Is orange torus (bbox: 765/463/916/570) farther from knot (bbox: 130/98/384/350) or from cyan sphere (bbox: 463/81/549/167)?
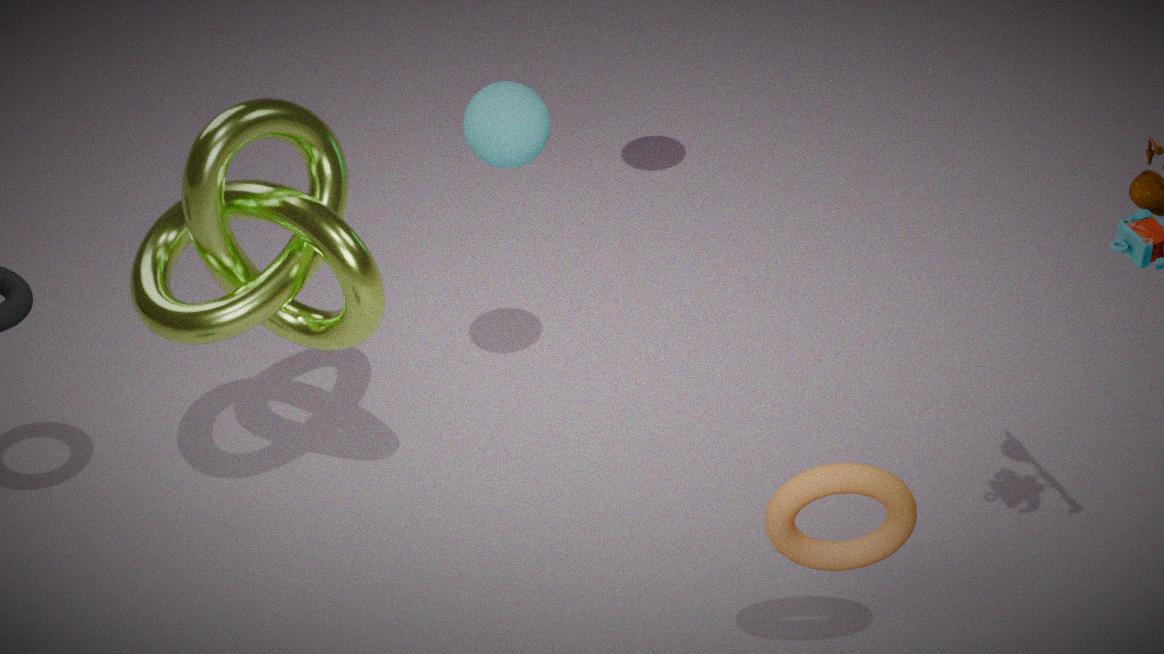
cyan sphere (bbox: 463/81/549/167)
